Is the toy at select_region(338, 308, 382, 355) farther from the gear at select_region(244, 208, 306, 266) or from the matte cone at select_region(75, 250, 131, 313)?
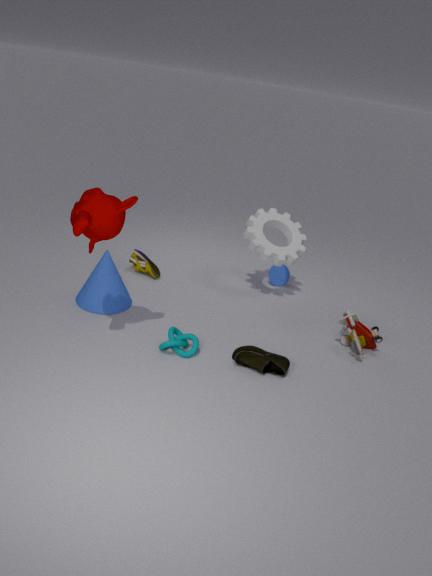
the matte cone at select_region(75, 250, 131, 313)
